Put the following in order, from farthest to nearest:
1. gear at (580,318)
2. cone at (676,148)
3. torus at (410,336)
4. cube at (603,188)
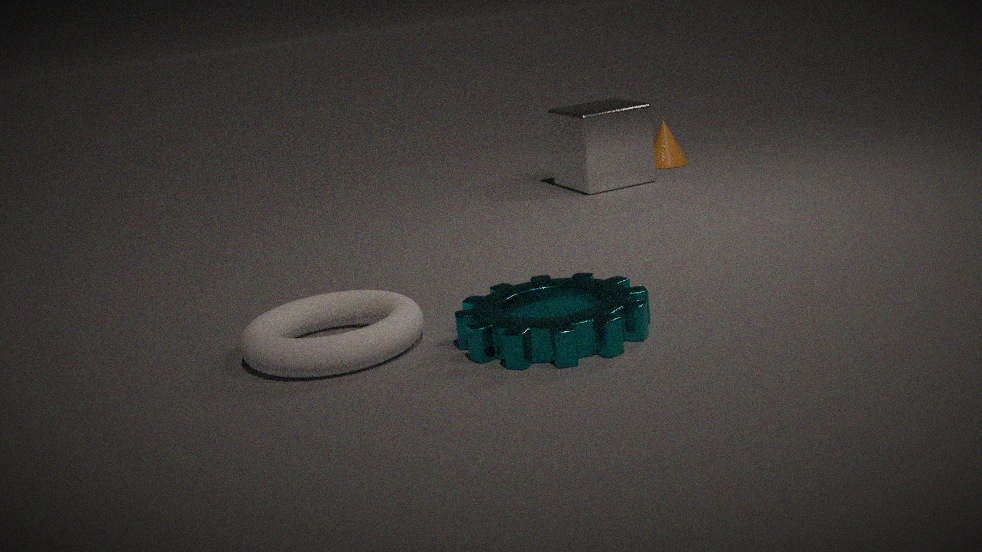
cone at (676,148), cube at (603,188), torus at (410,336), gear at (580,318)
